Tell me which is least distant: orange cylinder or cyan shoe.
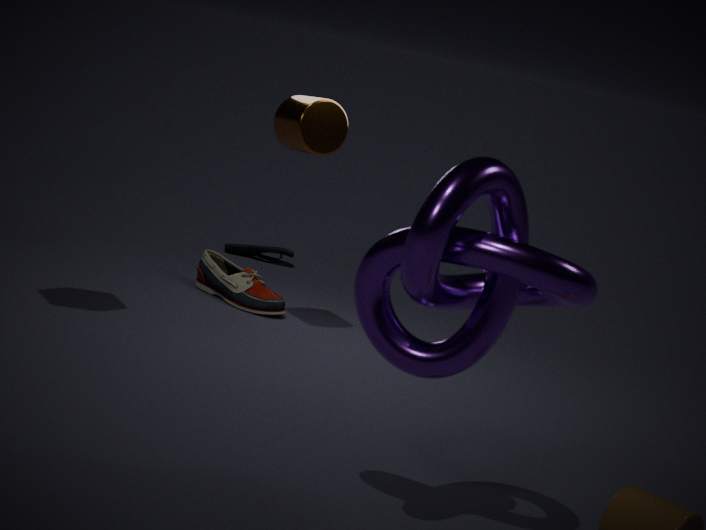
orange cylinder
